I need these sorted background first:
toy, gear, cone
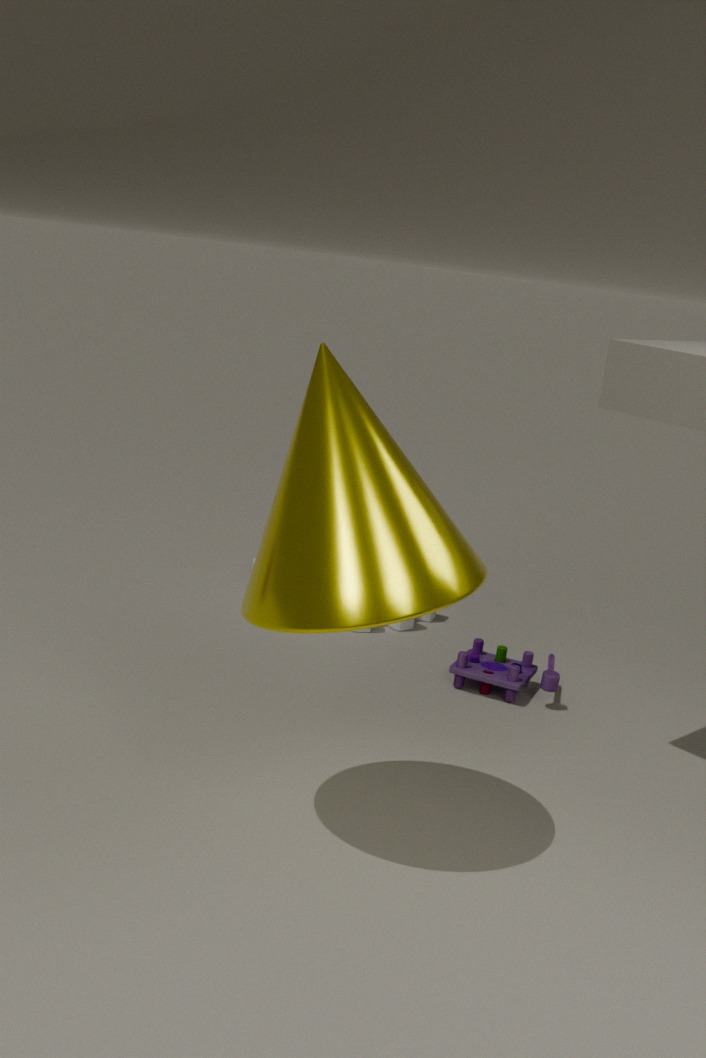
gear, toy, cone
